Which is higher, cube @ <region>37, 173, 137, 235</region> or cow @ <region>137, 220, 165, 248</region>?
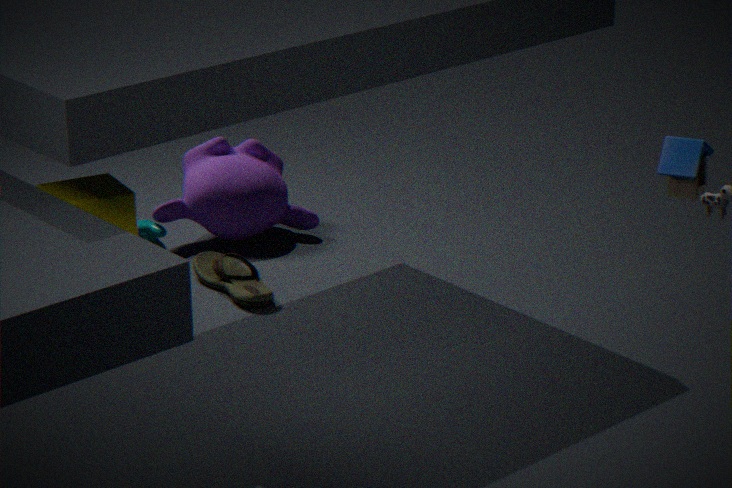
cube @ <region>37, 173, 137, 235</region>
